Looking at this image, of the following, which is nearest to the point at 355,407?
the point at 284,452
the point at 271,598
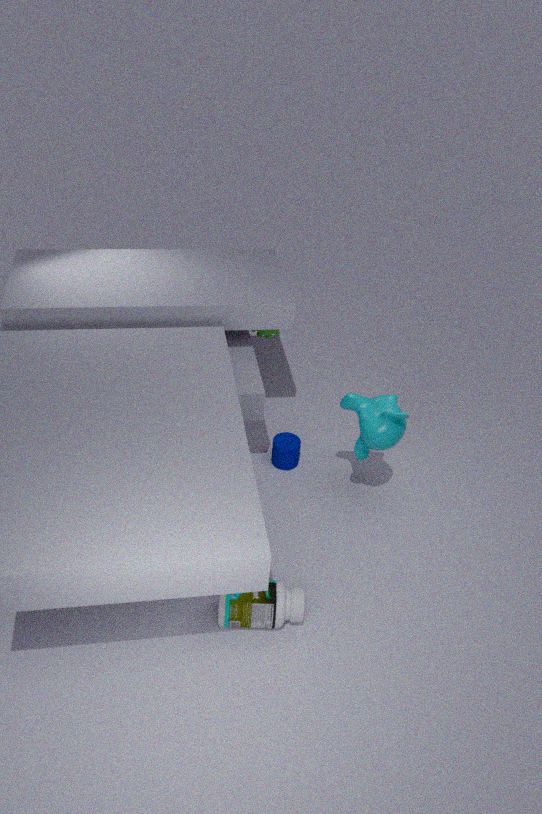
the point at 284,452
